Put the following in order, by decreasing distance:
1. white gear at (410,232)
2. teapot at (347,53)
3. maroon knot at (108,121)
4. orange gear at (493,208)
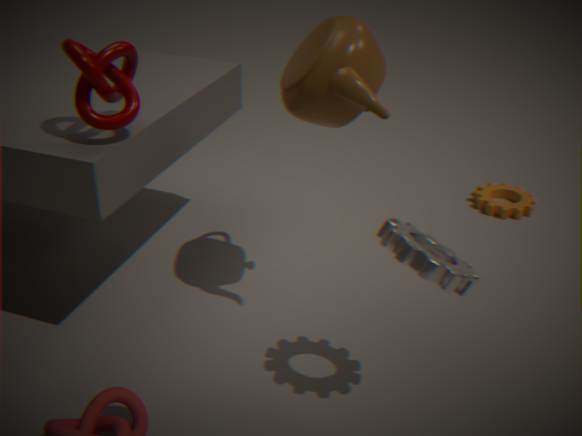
1. orange gear at (493,208)
2. teapot at (347,53)
3. maroon knot at (108,121)
4. white gear at (410,232)
